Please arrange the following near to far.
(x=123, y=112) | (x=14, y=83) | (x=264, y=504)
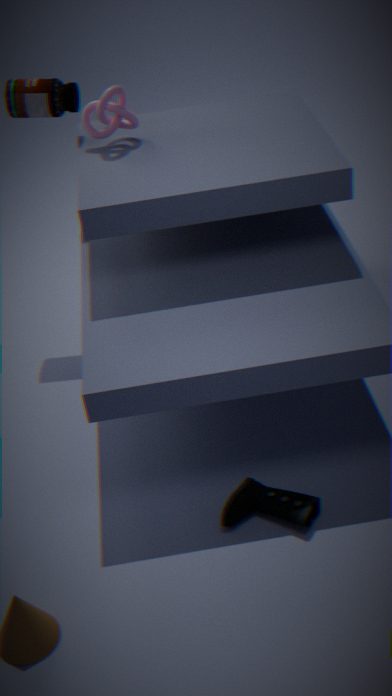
(x=264, y=504) < (x=123, y=112) < (x=14, y=83)
